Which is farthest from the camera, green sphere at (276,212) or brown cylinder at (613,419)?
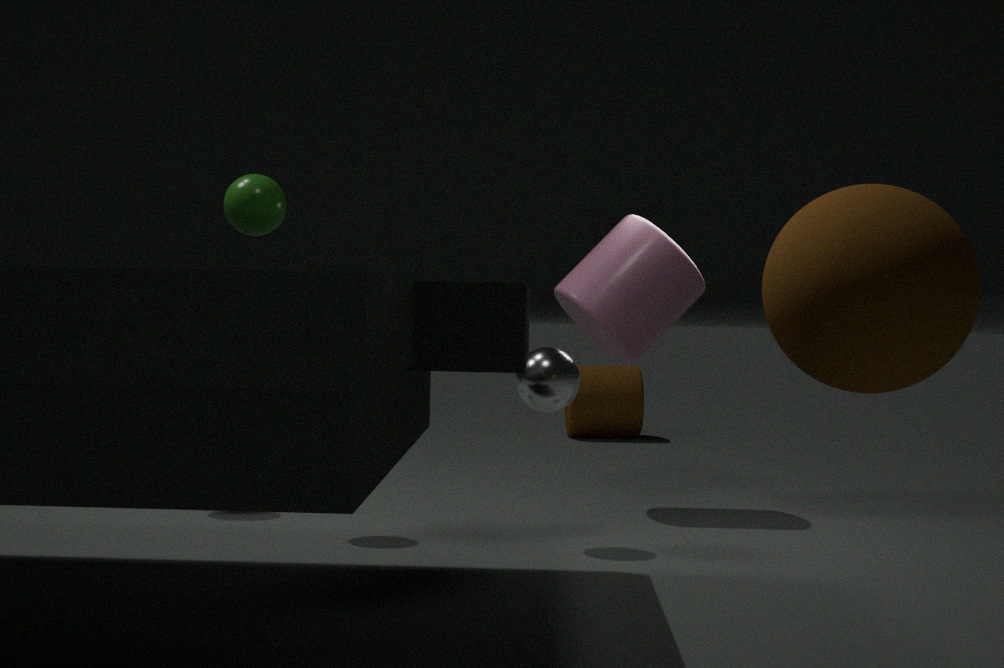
brown cylinder at (613,419)
